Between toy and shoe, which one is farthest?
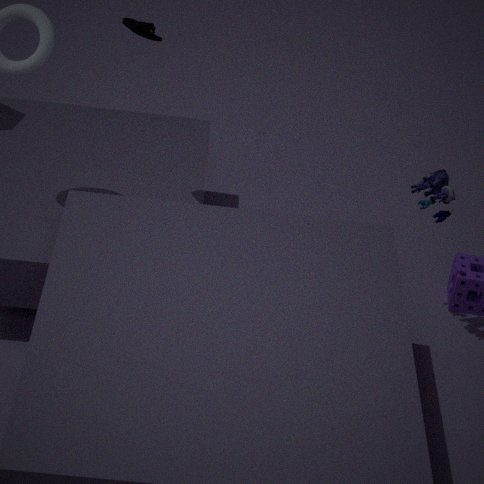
toy
